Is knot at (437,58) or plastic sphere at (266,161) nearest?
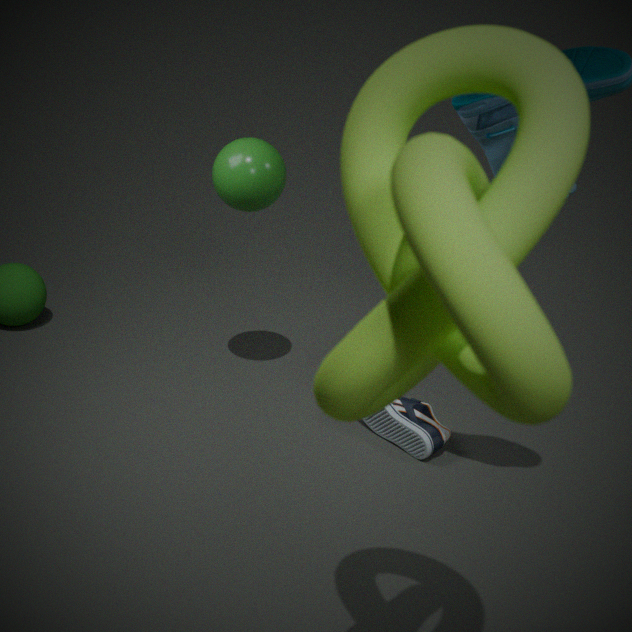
knot at (437,58)
